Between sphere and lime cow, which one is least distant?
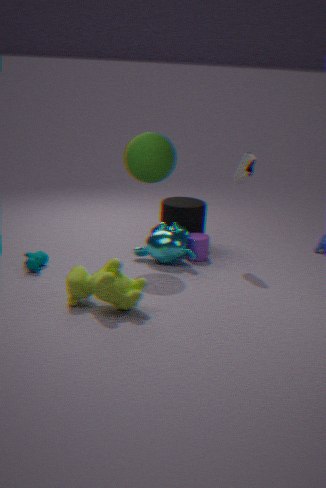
lime cow
